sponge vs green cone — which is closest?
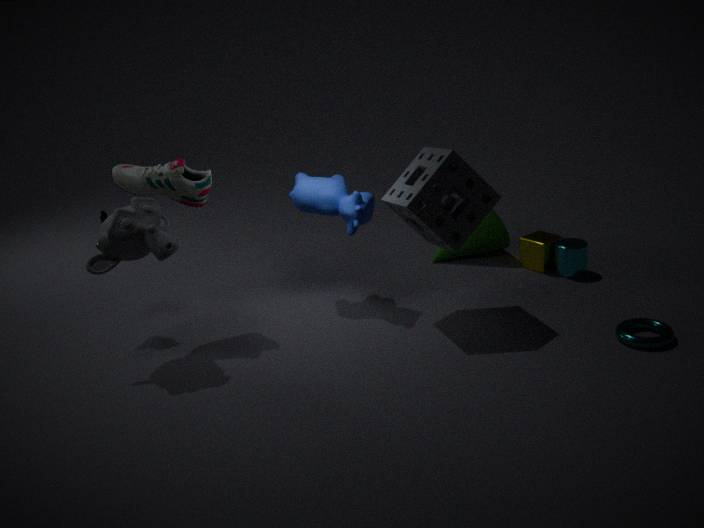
sponge
